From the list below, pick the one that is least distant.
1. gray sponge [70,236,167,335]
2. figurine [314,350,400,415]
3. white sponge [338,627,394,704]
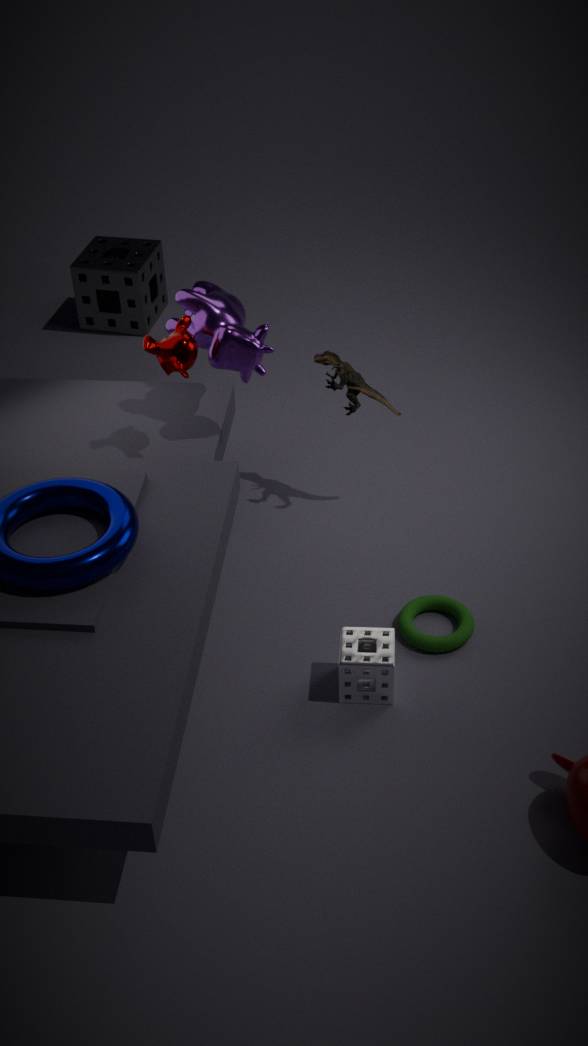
white sponge [338,627,394,704]
